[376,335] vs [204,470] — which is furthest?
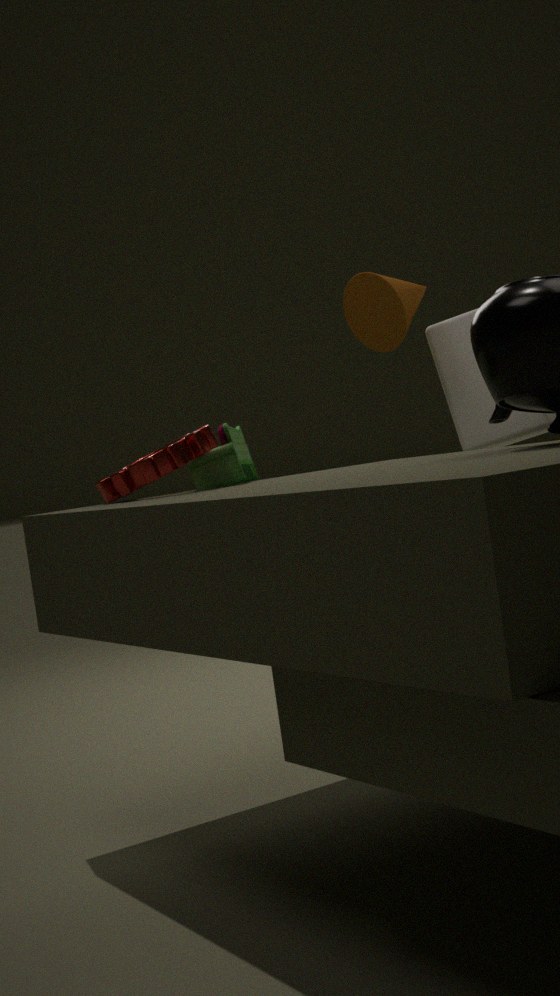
[376,335]
